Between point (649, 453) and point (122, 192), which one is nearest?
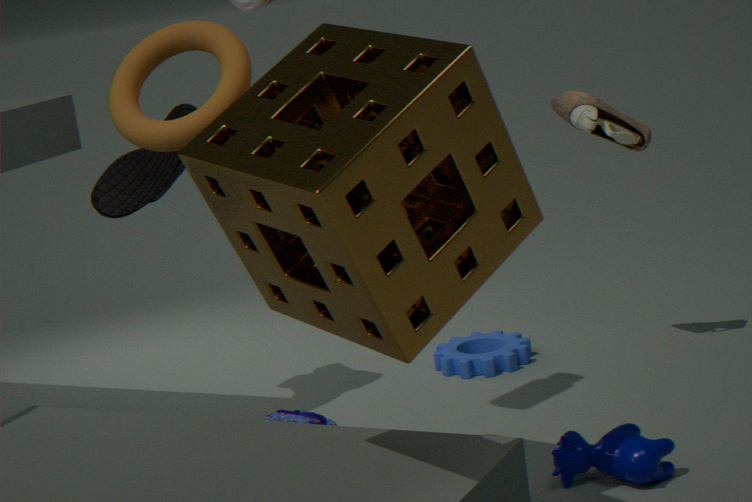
point (649, 453)
